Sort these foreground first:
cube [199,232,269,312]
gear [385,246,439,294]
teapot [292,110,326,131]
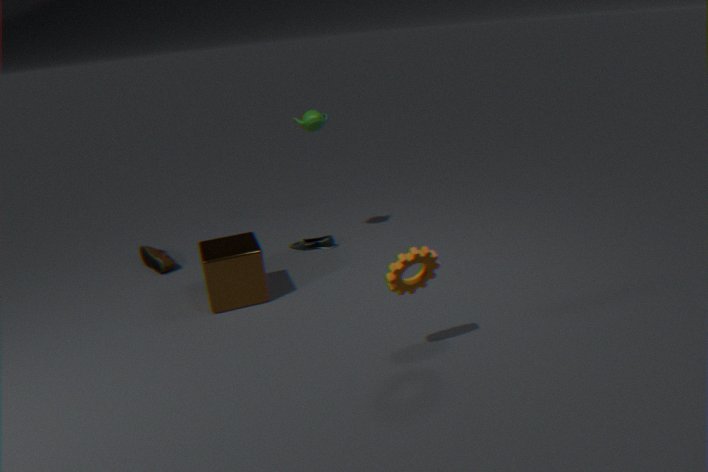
1. gear [385,246,439,294]
2. cube [199,232,269,312]
3. teapot [292,110,326,131]
